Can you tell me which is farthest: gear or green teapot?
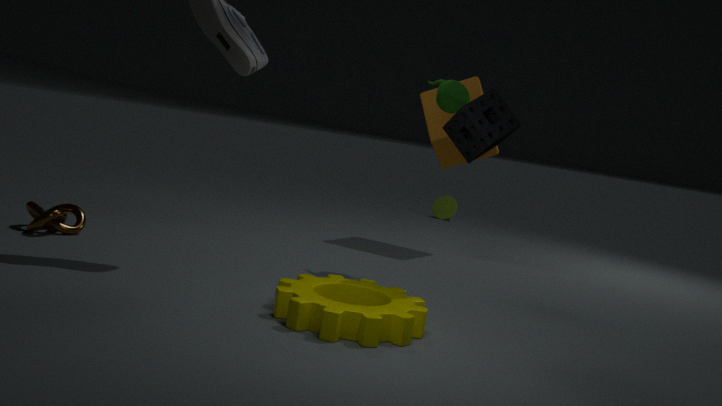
green teapot
